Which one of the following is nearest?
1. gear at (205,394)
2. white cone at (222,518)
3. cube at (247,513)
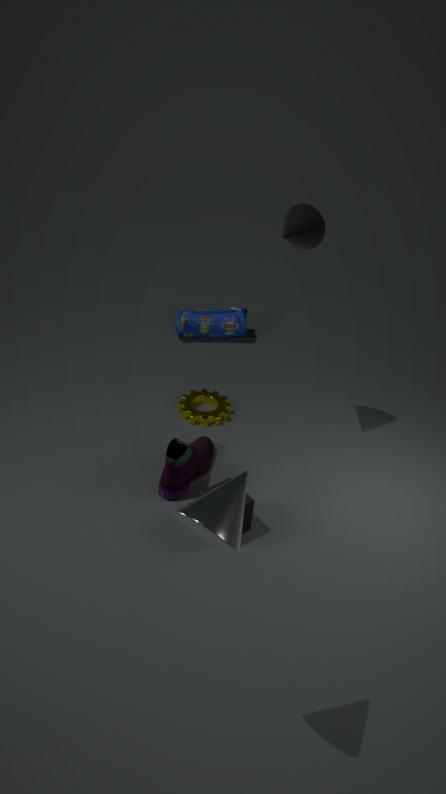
white cone at (222,518)
